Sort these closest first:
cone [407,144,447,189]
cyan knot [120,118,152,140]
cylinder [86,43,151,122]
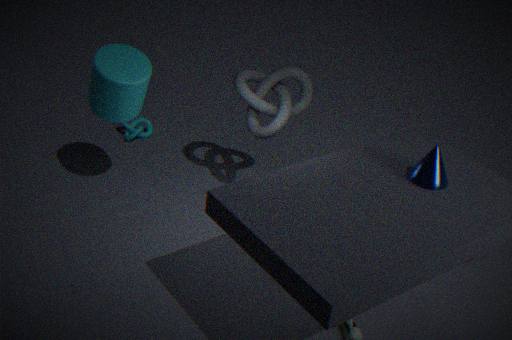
cone [407,144,447,189], cylinder [86,43,151,122], cyan knot [120,118,152,140]
